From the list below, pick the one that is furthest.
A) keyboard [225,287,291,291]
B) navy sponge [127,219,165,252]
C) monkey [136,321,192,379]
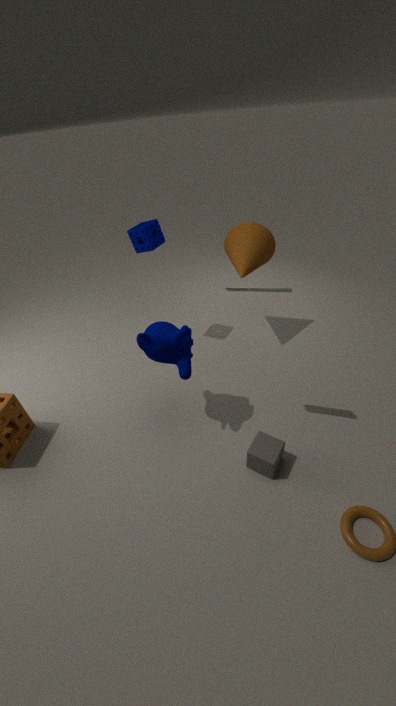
navy sponge [127,219,165,252]
